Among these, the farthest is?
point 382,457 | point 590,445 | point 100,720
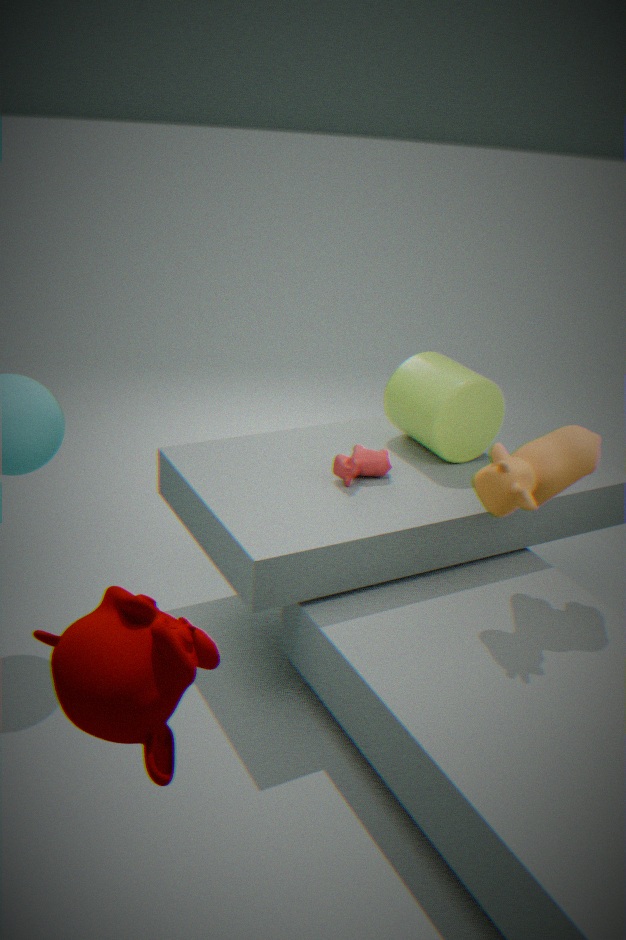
point 382,457
